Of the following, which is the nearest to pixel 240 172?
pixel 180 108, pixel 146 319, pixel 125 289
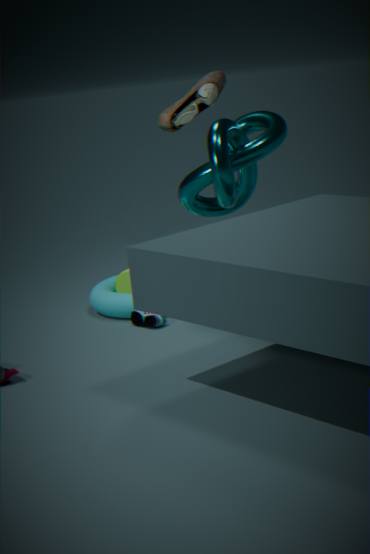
pixel 146 319
